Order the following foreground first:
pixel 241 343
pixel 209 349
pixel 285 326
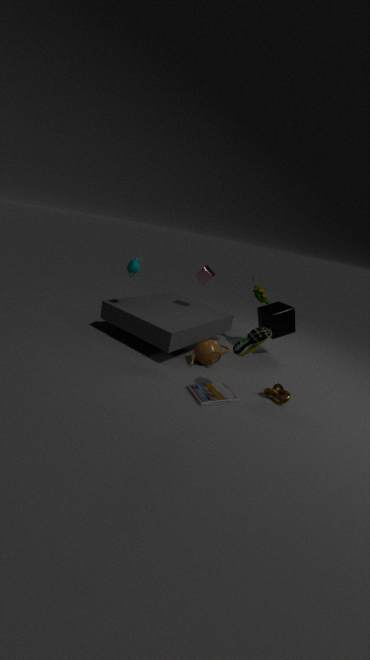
1. pixel 241 343
2. pixel 209 349
3. pixel 285 326
